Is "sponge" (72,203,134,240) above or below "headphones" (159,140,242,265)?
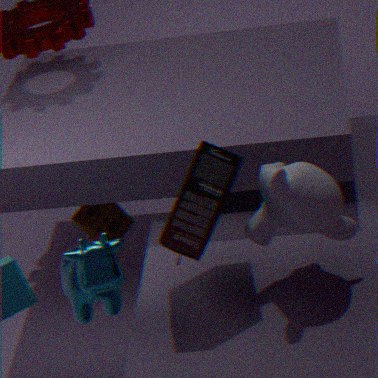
below
